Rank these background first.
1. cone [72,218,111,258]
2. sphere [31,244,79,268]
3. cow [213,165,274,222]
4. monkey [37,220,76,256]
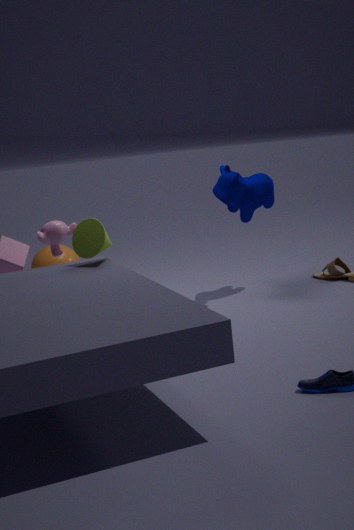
sphere [31,244,79,268] < cow [213,165,274,222] < monkey [37,220,76,256] < cone [72,218,111,258]
